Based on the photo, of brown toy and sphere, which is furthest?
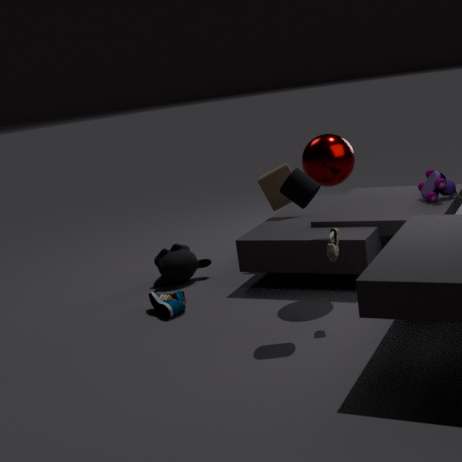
brown toy
